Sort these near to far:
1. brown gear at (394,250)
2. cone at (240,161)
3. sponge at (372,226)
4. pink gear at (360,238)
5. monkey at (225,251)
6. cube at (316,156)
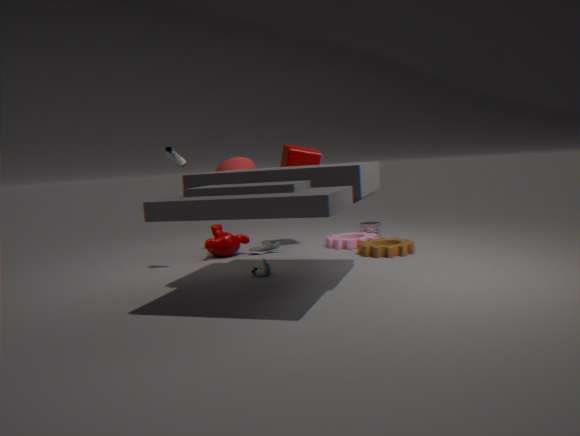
brown gear at (394,250), monkey at (225,251), pink gear at (360,238), cube at (316,156), cone at (240,161), sponge at (372,226)
